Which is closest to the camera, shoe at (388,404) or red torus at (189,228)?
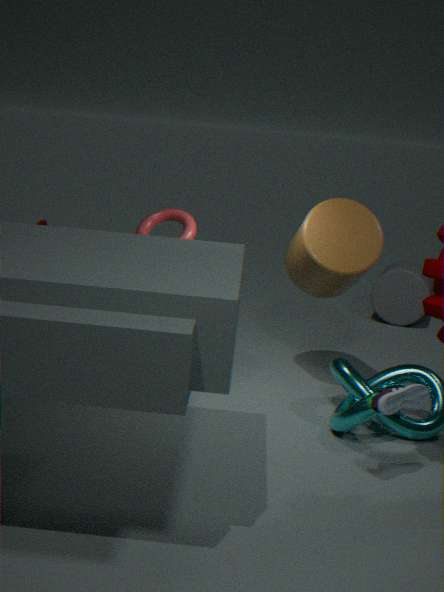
shoe at (388,404)
